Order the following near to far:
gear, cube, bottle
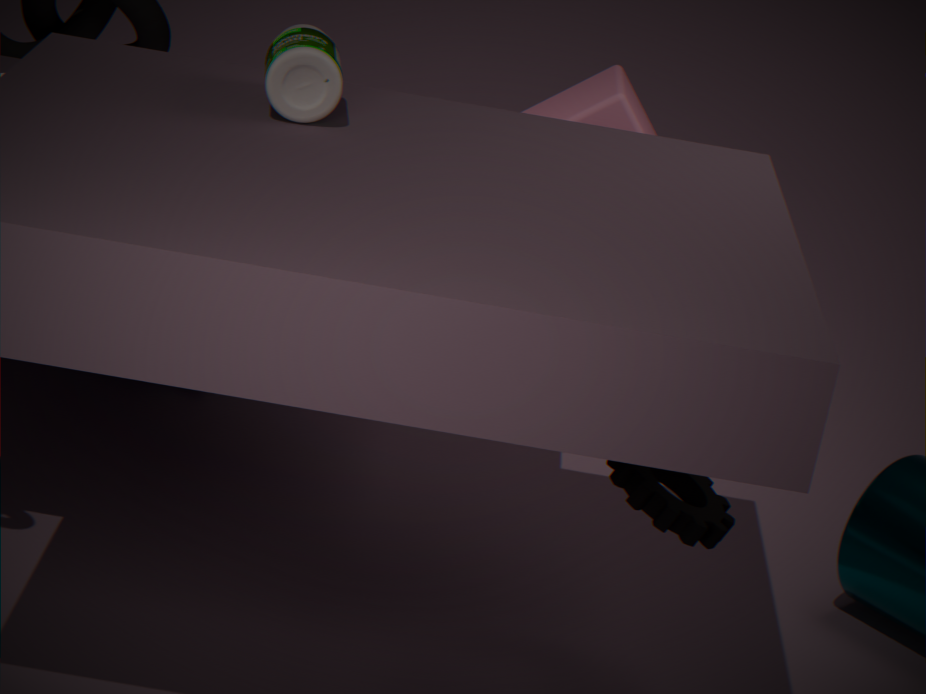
1. bottle
2. gear
3. cube
